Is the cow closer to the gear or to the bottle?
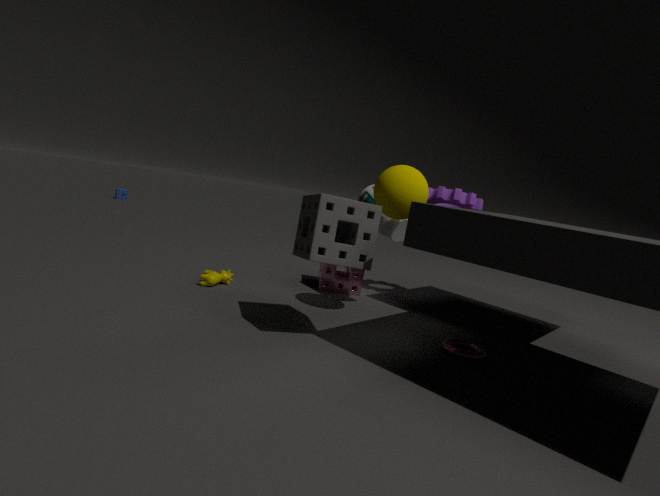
the bottle
